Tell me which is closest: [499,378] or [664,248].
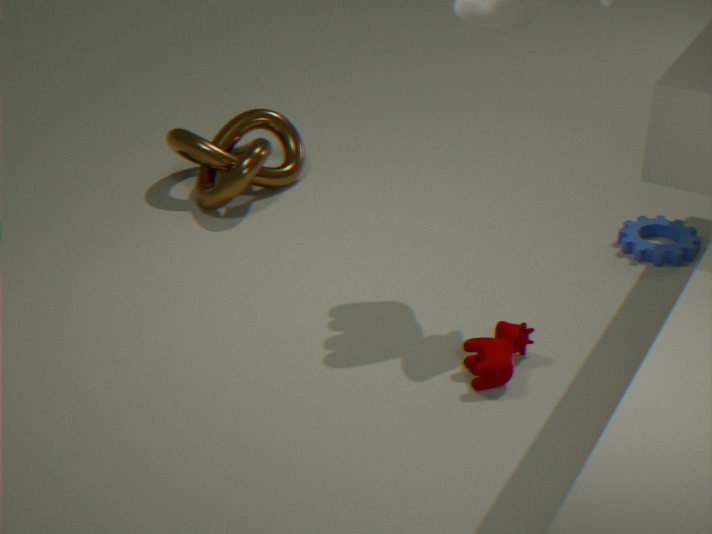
[499,378]
